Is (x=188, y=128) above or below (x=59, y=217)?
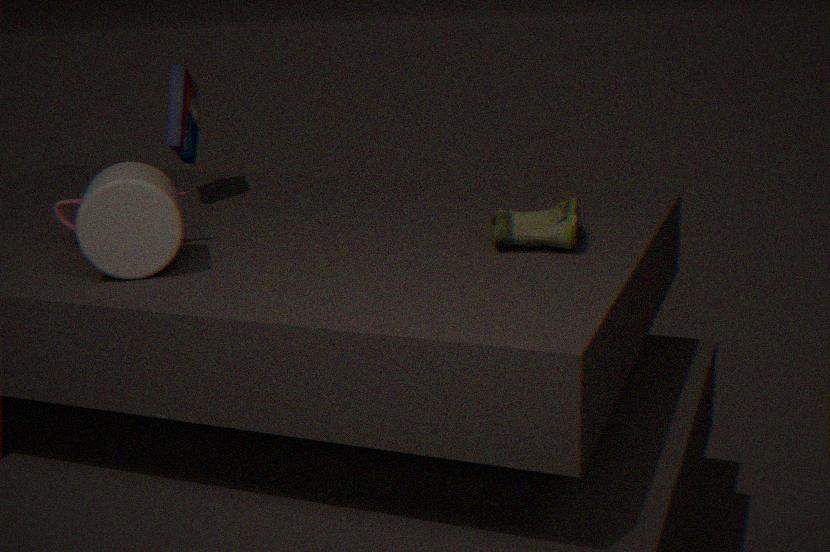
above
